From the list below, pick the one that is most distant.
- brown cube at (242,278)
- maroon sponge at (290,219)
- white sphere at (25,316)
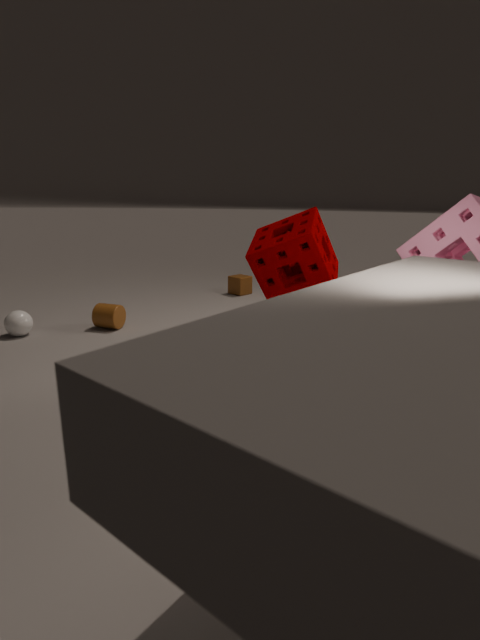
brown cube at (242,278)
